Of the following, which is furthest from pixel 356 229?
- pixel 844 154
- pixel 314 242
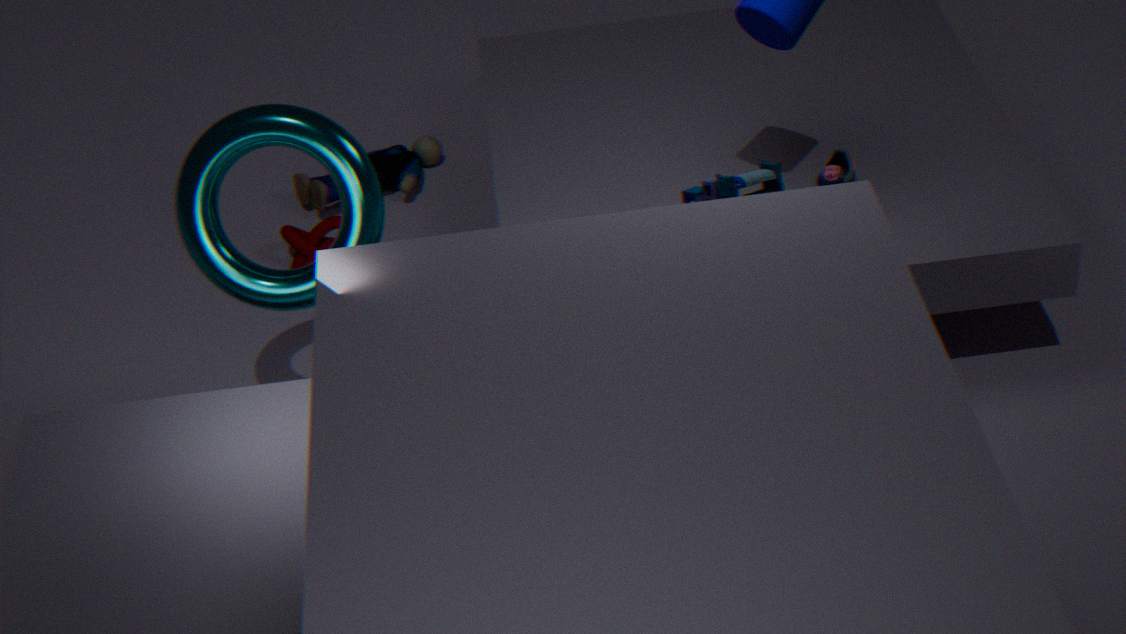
pixel 844 154
